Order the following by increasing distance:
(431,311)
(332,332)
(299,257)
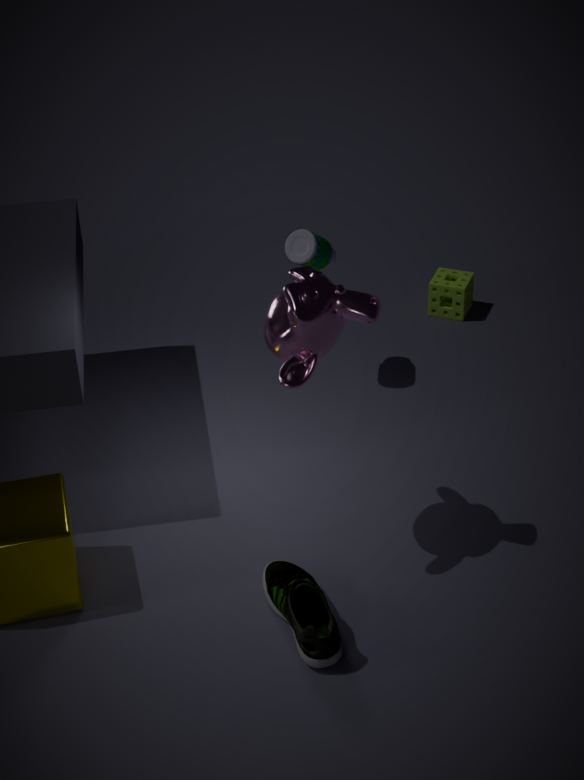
(332,332), (299,257), (431,311)
